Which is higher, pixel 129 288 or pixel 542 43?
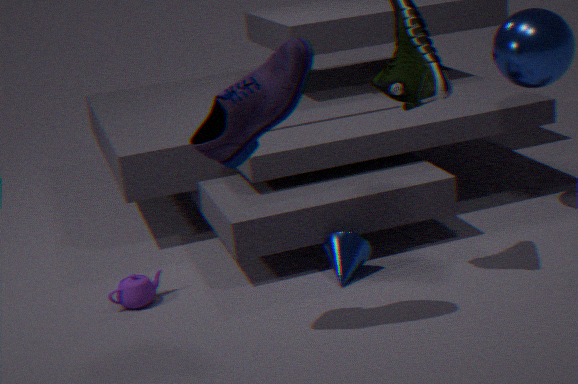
pixel 542 43
